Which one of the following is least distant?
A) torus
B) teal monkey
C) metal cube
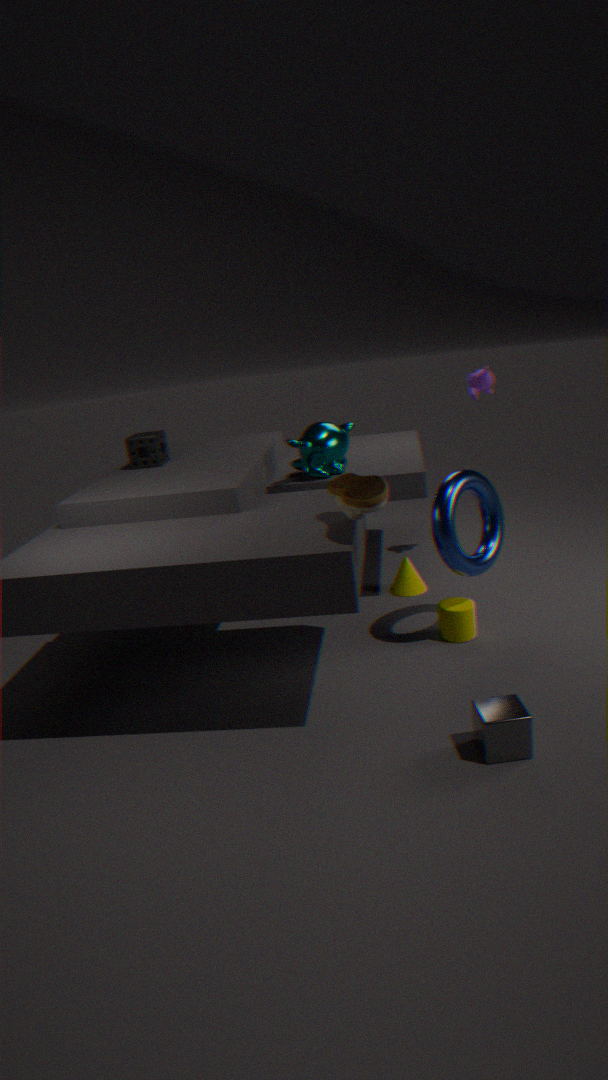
metal cube
